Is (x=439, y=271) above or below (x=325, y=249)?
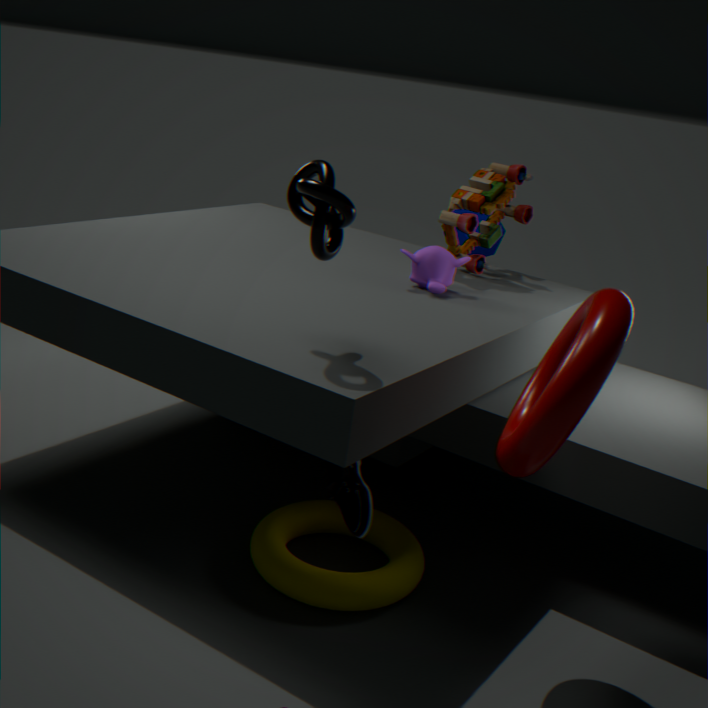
below
